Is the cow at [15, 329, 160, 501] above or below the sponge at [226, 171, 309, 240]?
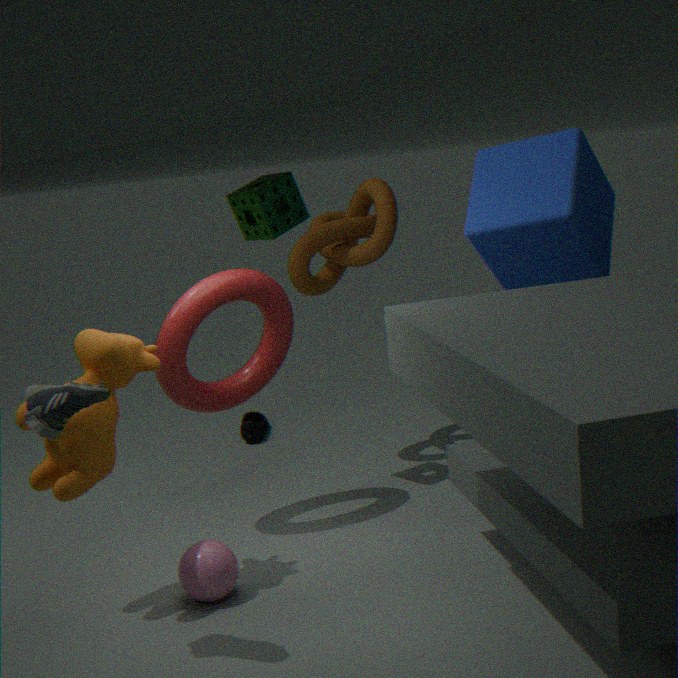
below
